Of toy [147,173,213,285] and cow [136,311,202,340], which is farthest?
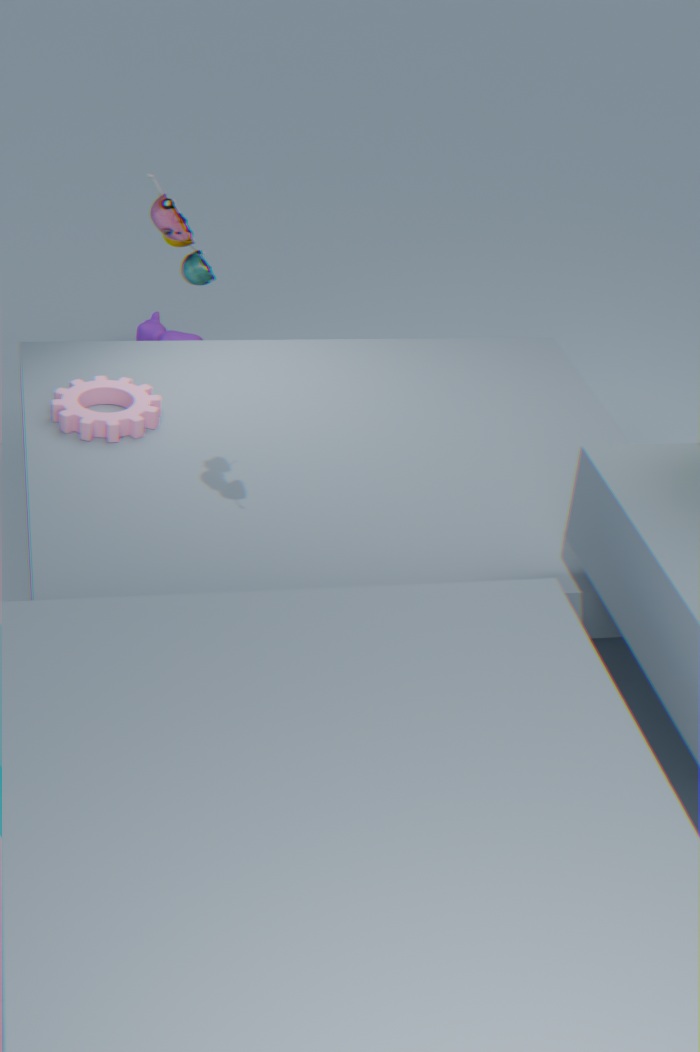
cow [136,311,202,340]
